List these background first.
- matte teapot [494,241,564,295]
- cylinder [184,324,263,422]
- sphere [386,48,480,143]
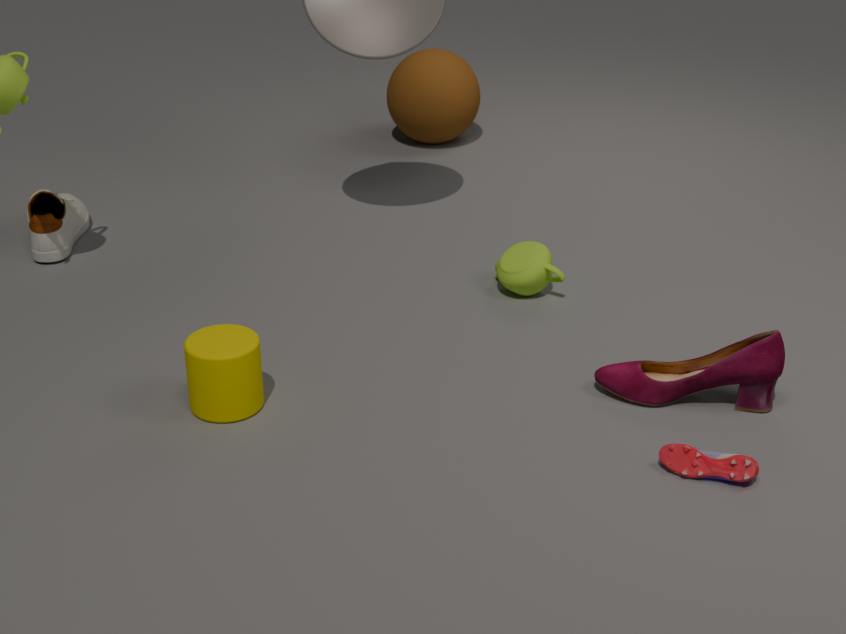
sphere [386,48,480,143]
matte teapot [494,241,564,295]
cylinder [184,324,263,422]
